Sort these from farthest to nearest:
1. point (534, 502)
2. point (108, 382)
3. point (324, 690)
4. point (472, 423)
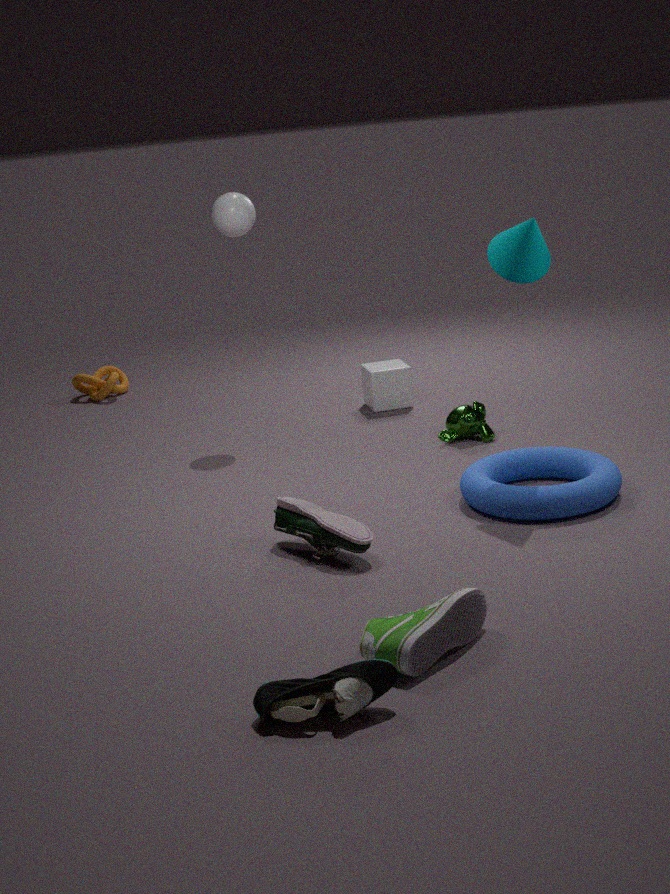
point (108, 382) < point (472, 423) < point (534, 502) < point (324, 690)
